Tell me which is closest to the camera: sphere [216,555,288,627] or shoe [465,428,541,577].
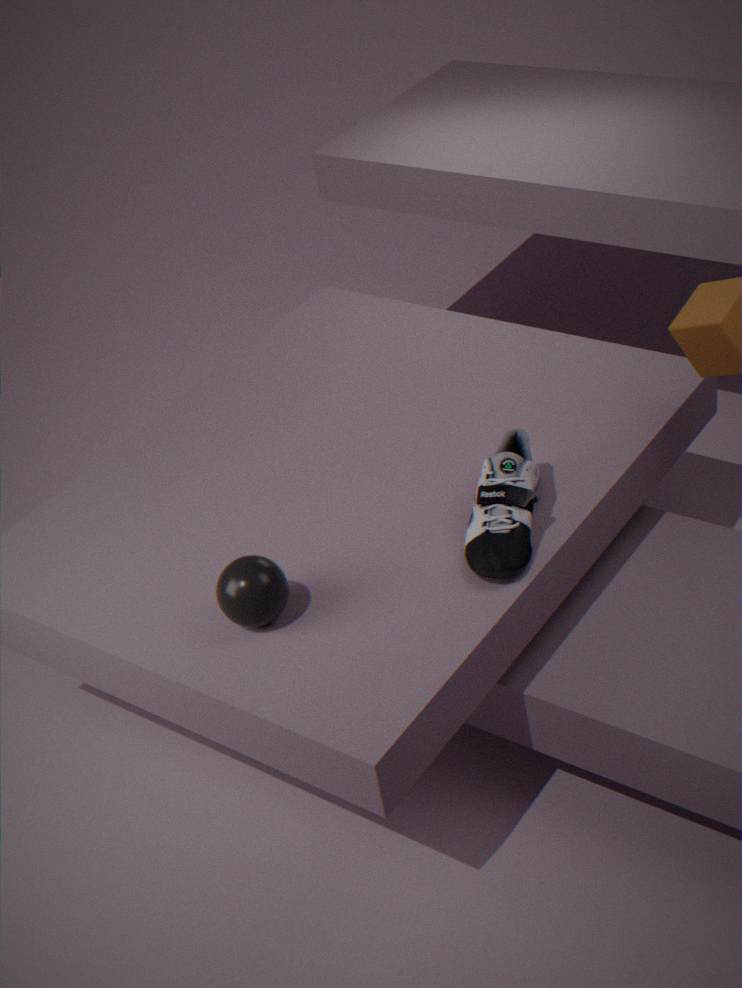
sphere [216,555,288,627]
